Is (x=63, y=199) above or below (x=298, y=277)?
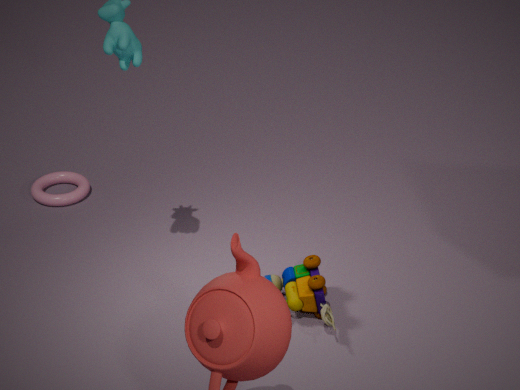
below
